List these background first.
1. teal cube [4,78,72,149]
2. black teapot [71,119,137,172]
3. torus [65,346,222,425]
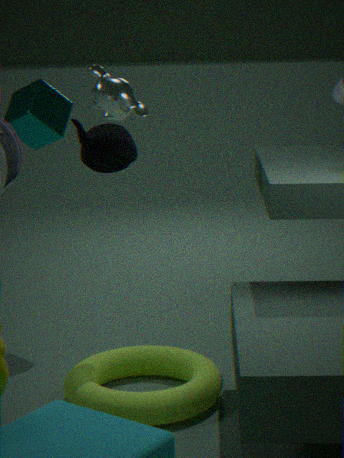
teal cube [4,78,72,149]
torus [65,346,222,425]
black teapot [71,119,137,172]
